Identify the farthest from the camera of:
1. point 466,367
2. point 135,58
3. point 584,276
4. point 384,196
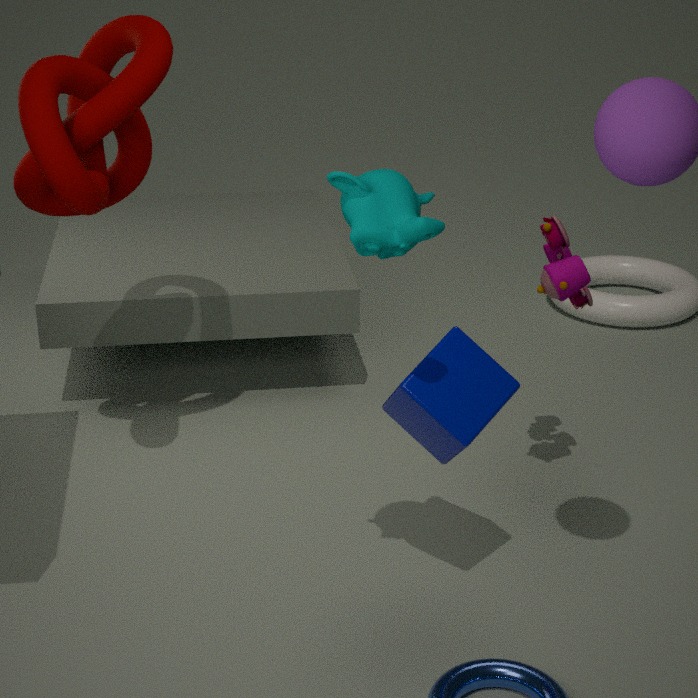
point 584,276
